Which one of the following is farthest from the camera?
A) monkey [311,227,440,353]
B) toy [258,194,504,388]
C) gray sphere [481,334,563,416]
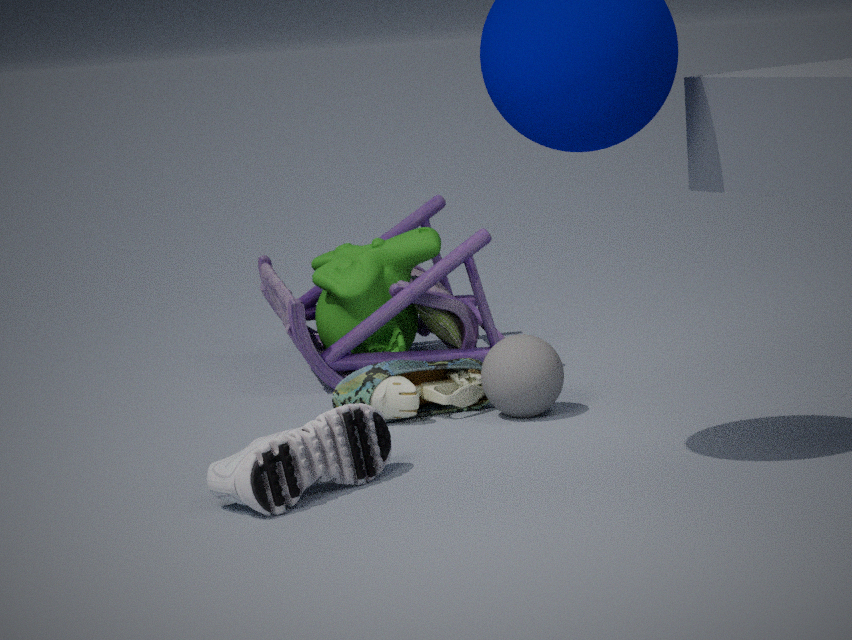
monkey [311,227,440,353]
